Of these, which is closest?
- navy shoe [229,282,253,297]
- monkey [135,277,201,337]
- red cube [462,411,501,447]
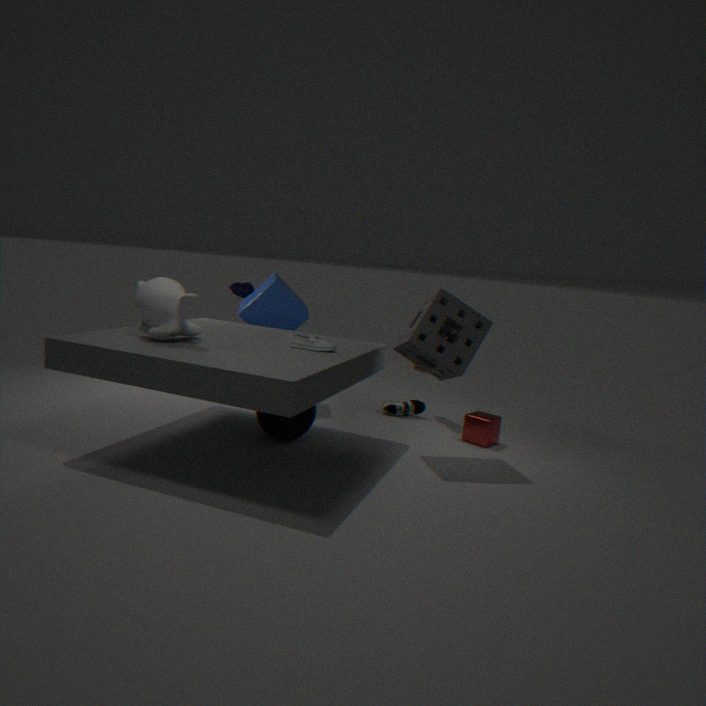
monkey [135,277,201,337]
